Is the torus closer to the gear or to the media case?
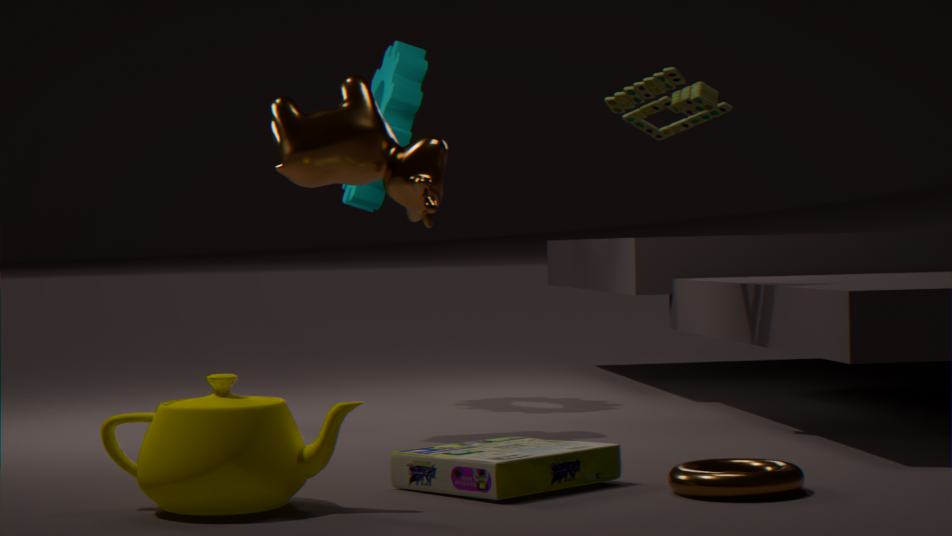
the media case
